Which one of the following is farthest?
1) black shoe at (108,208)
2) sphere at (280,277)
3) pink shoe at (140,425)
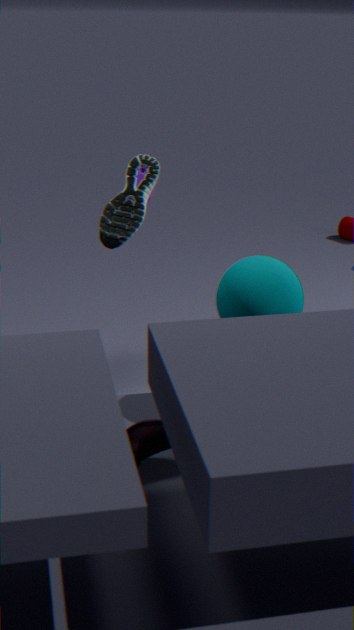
1. black shoe at (108,208)
